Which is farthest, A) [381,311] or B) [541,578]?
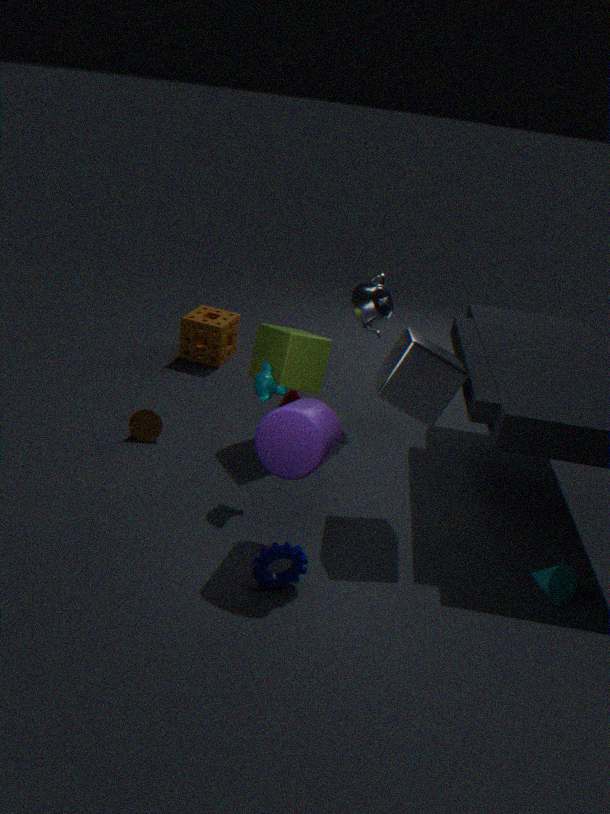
A. [381,311]
